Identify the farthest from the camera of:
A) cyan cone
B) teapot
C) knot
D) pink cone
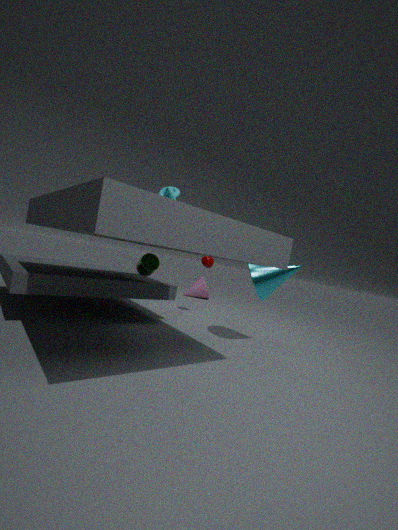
pink cone
